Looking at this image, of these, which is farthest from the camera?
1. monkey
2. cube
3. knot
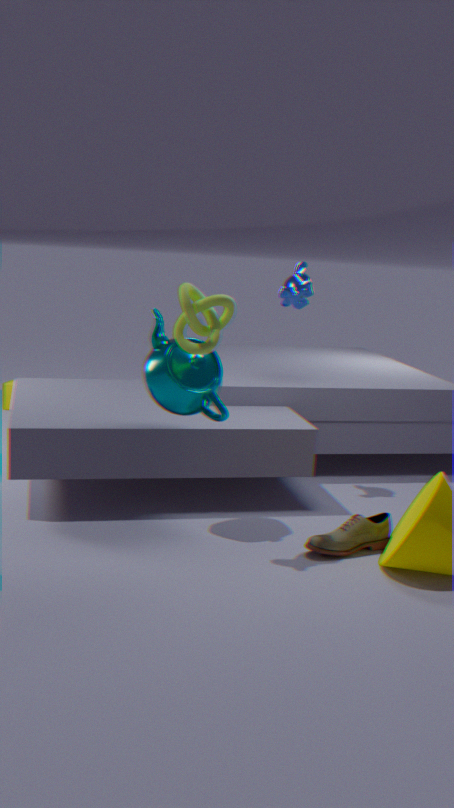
cube
